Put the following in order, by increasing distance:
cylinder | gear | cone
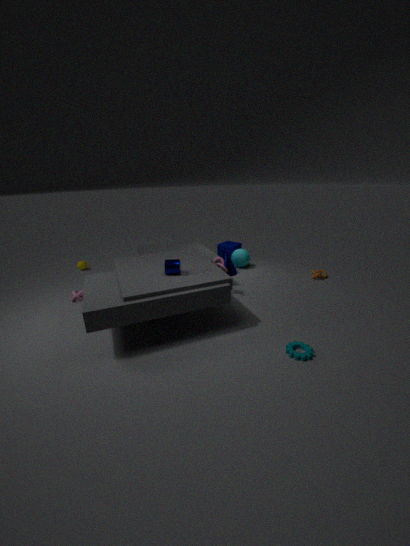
gear, cylinder, cone
